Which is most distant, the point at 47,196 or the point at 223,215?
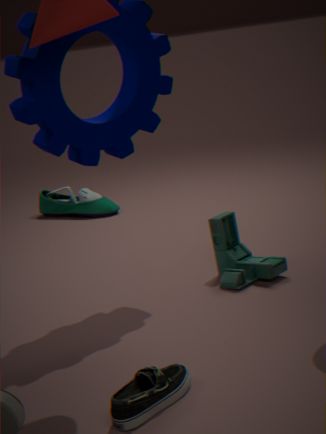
the point at 47,196
